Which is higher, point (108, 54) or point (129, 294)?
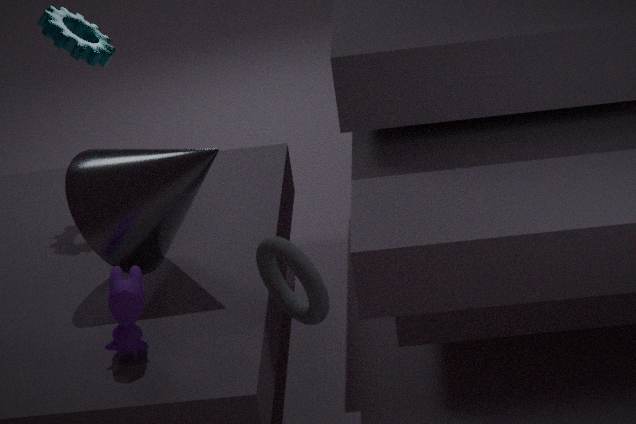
point (108, 54)
